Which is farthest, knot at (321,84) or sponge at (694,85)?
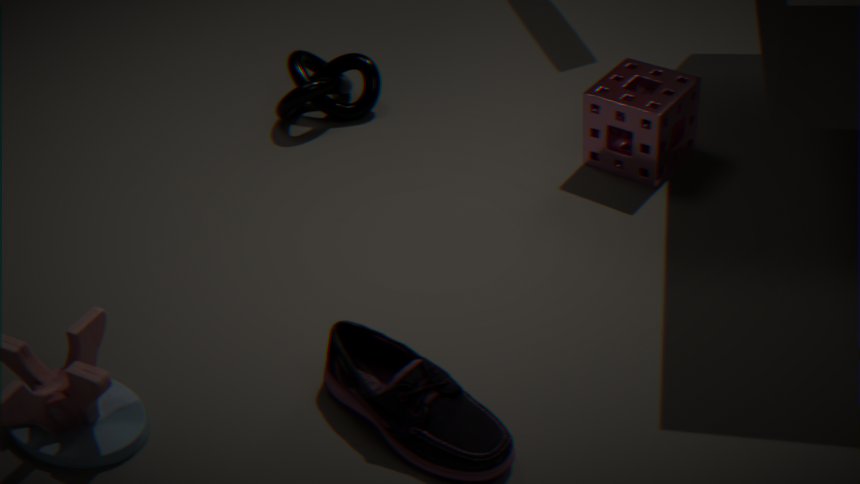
Answer: knot at (321,84)
